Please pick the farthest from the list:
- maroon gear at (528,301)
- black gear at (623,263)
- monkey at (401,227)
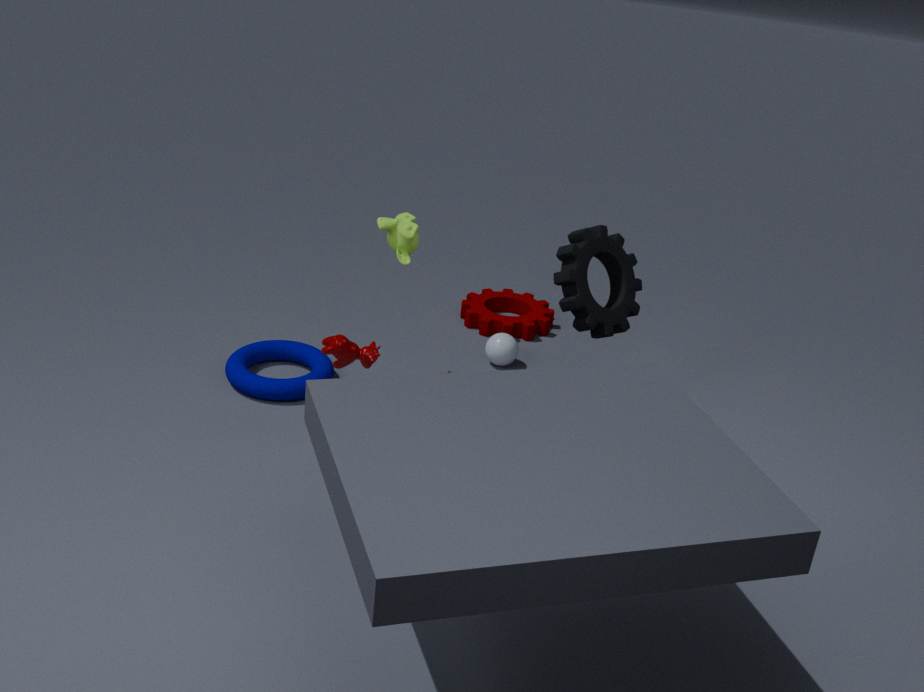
maroon gear at (528,301)
